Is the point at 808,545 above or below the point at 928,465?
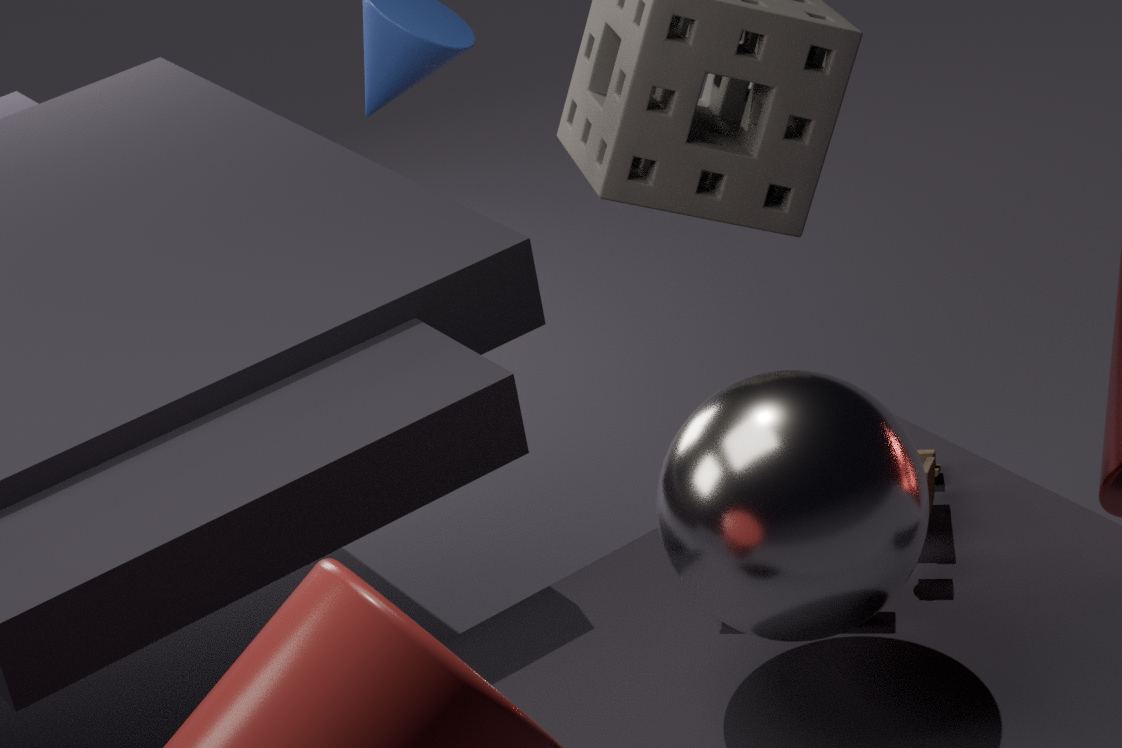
above
